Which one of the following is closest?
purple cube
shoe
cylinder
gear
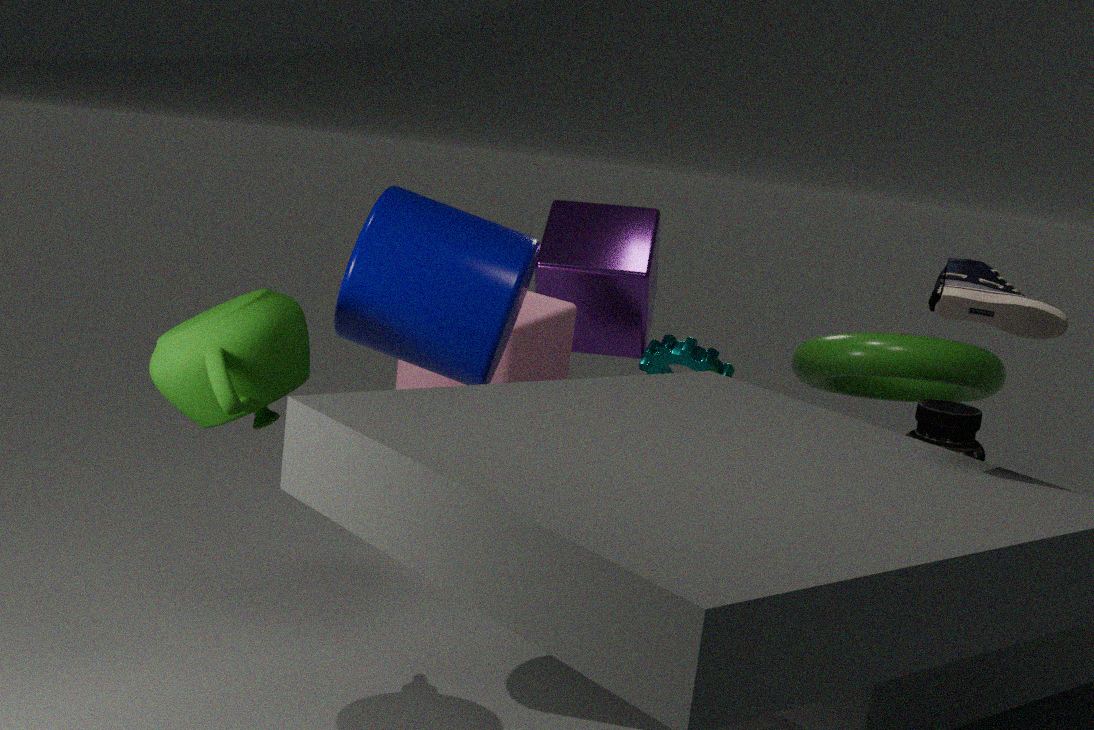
shoe
